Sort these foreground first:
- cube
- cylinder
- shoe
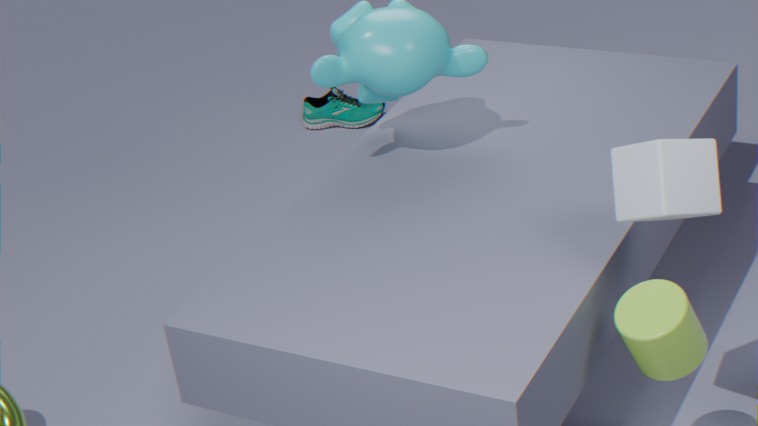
1. cube
2. cylinder
3. shoe
